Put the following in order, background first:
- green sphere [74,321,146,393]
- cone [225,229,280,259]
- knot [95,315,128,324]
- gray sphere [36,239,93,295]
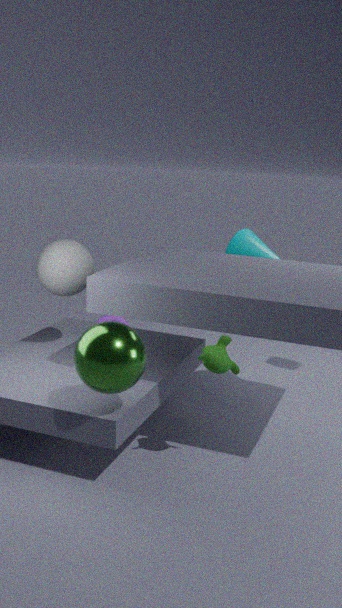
knot [95,315,128,324] → cone [225,229,280,259] → gray sphere [36,239,93,295] → green sphere [74,321,146,393]
